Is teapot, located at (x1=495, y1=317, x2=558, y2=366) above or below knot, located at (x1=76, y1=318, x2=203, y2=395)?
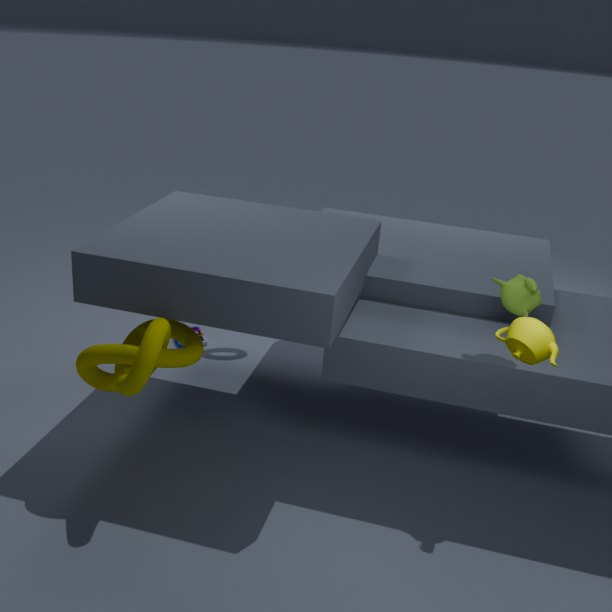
above
